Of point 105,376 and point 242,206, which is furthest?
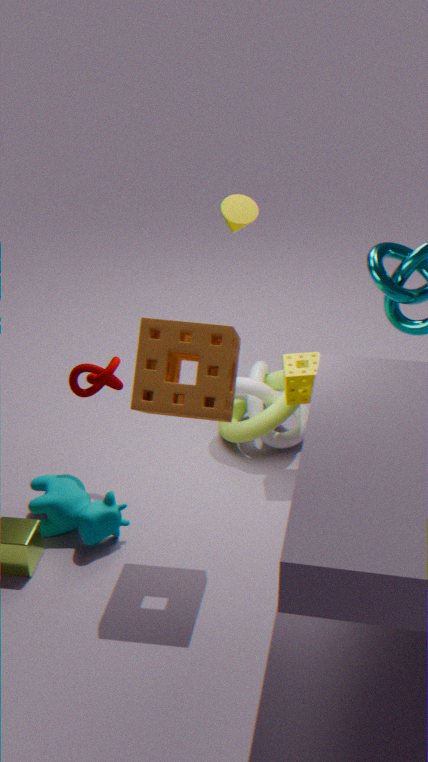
point 242,206
